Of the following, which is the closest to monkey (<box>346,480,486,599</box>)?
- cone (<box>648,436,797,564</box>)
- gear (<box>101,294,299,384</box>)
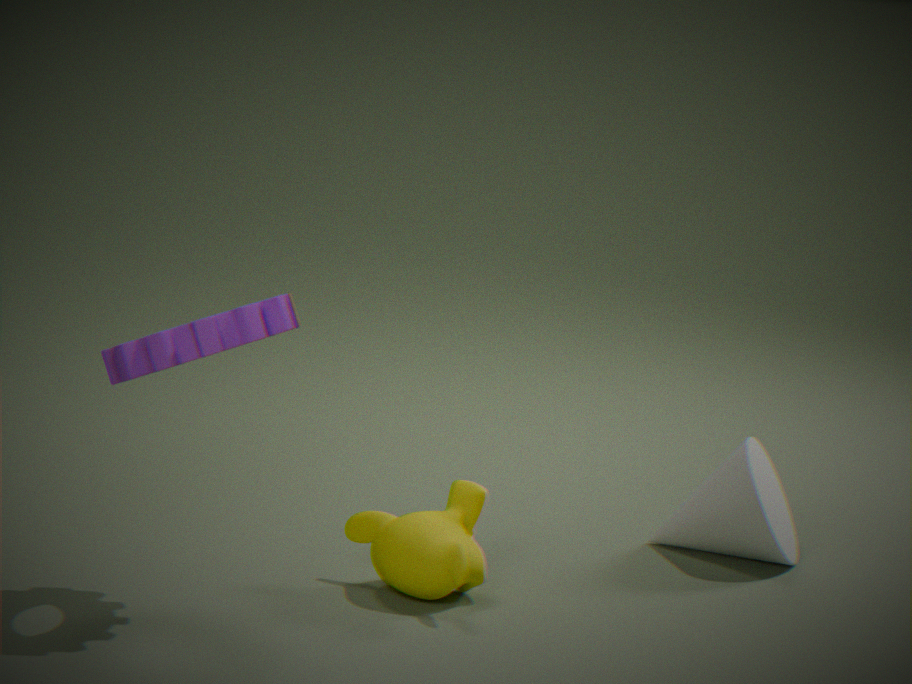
gear (<box>101,294,299,384</box>)
